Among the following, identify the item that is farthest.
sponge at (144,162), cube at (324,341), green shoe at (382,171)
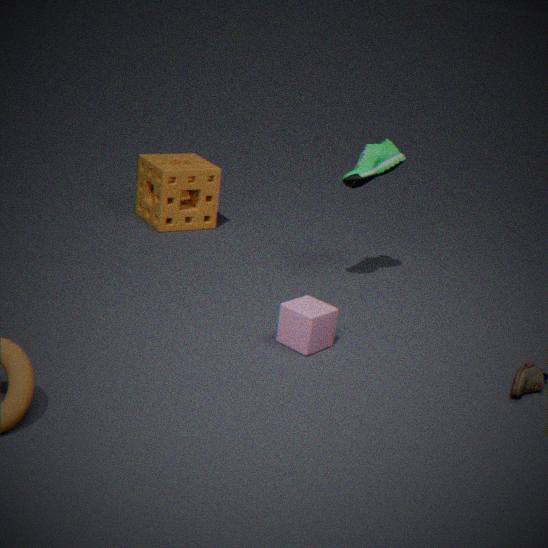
sponge at (144,162)
